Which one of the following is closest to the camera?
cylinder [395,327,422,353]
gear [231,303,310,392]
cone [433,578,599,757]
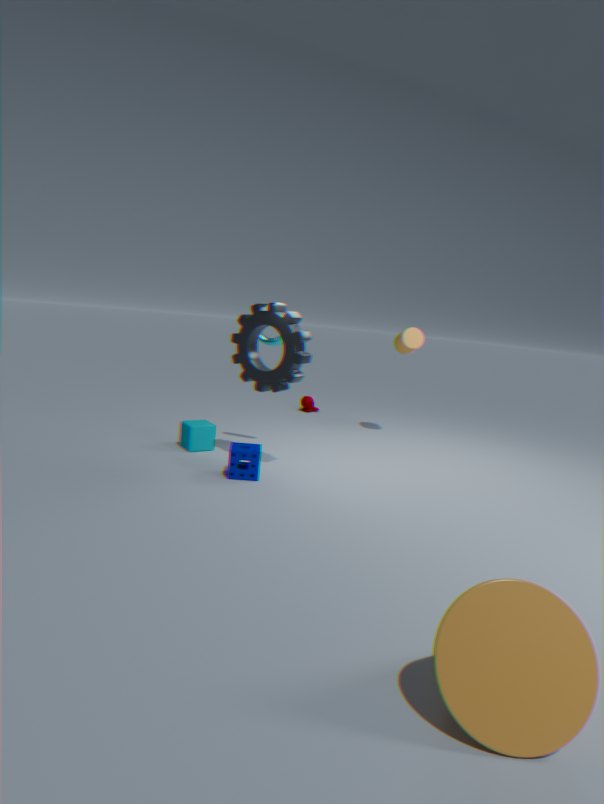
cone [433,578,599,757]
